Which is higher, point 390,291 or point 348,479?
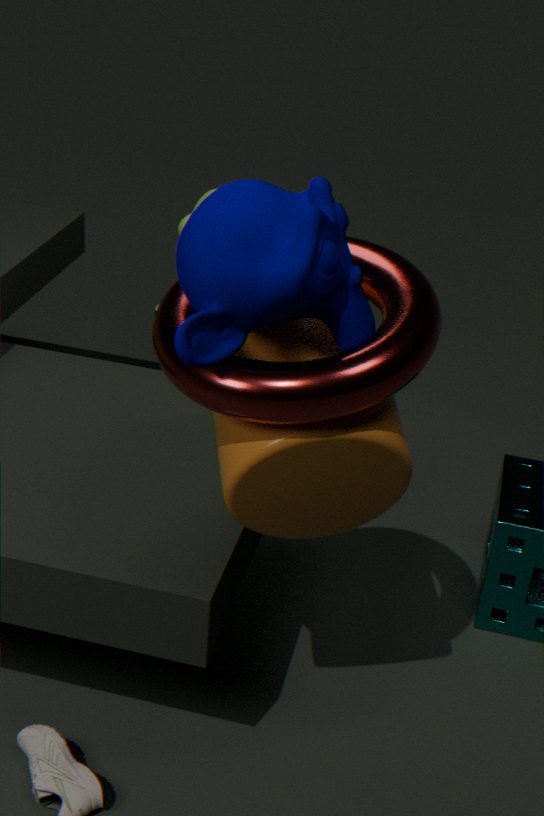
point 390,291
